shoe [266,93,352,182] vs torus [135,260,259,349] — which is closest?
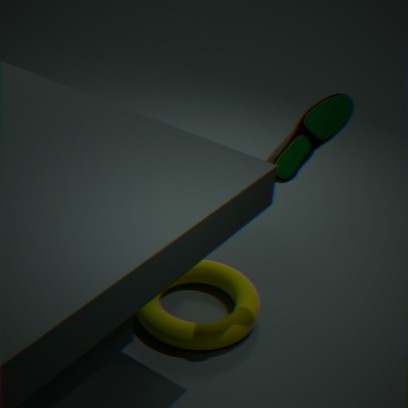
shoe [266,93,352,182]
